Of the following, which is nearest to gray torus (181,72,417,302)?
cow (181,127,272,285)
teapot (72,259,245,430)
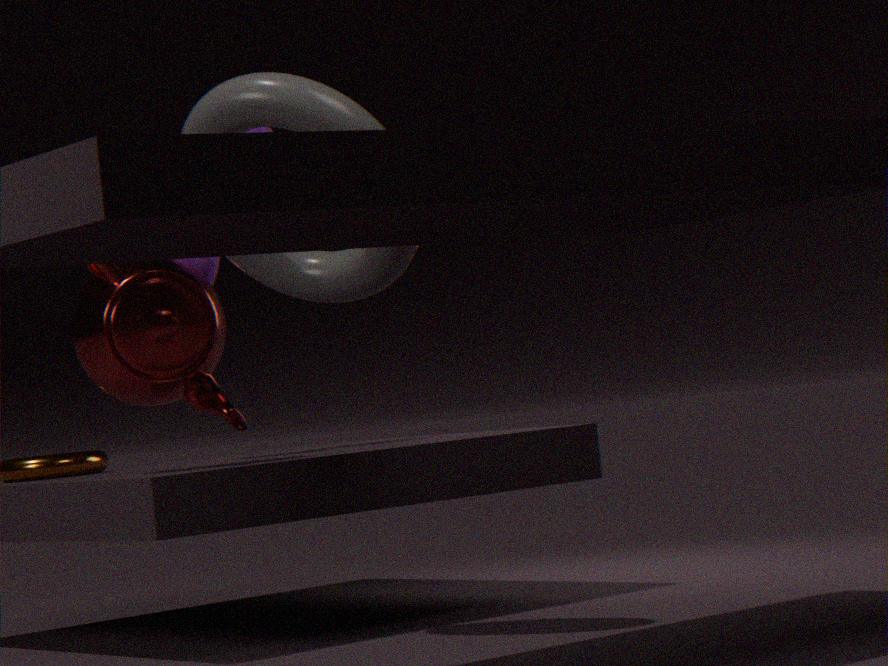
teapot (72,259,245,430)
